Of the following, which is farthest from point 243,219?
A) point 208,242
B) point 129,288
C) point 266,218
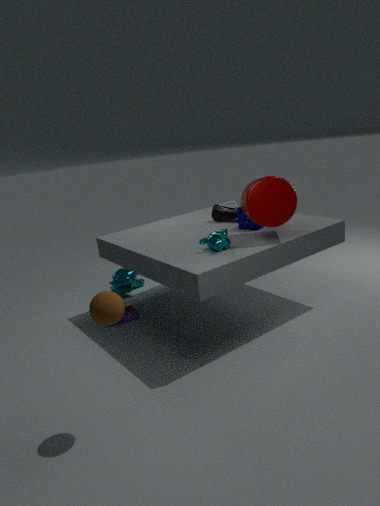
point 129,288
